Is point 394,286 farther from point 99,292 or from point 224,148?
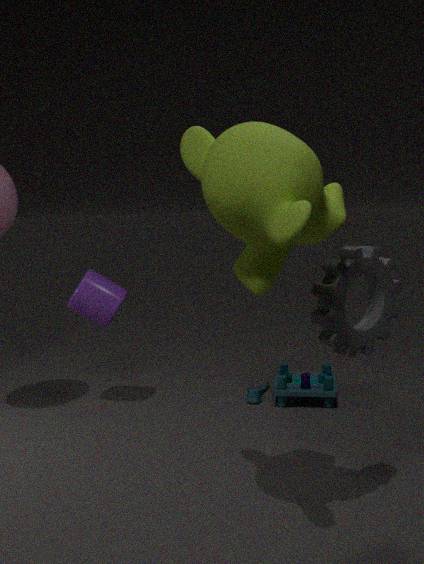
point 99,292
